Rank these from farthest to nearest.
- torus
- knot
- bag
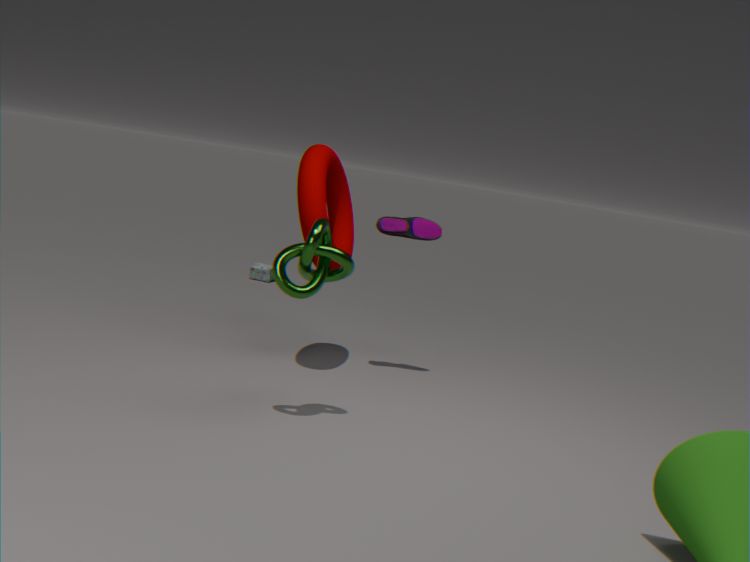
bag
torus
knot
